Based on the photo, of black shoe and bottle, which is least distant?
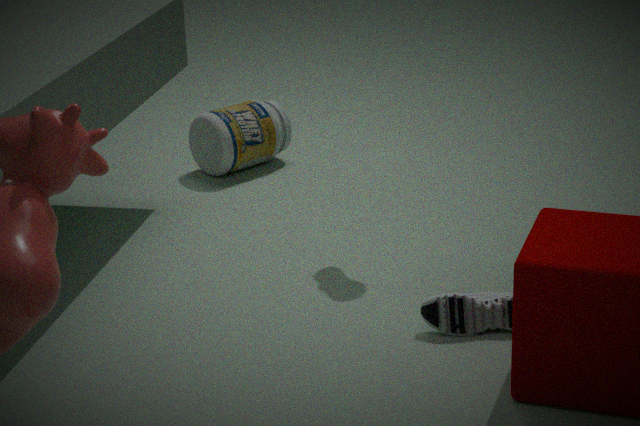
black shoe
